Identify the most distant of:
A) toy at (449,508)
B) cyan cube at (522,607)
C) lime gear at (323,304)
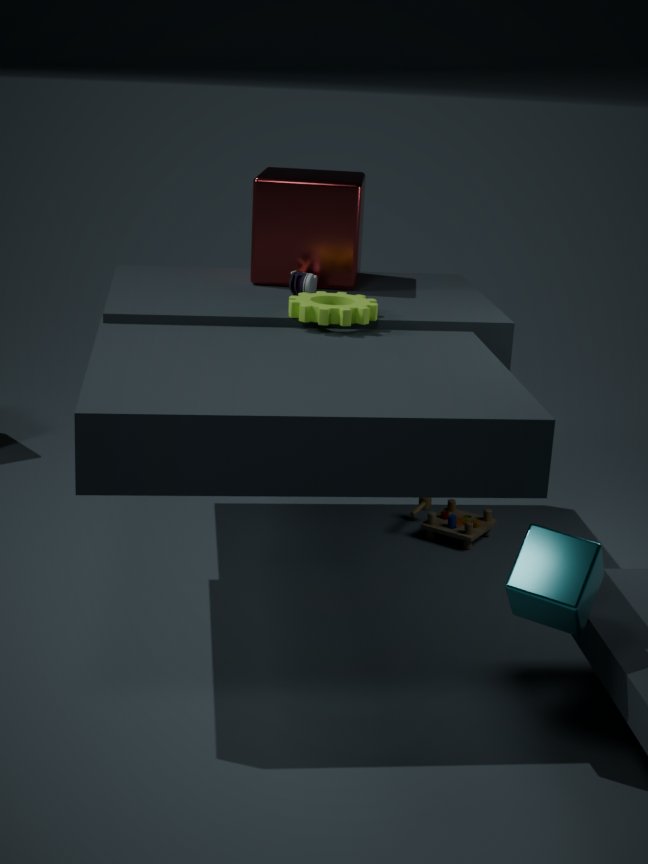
toy at (449,508)
